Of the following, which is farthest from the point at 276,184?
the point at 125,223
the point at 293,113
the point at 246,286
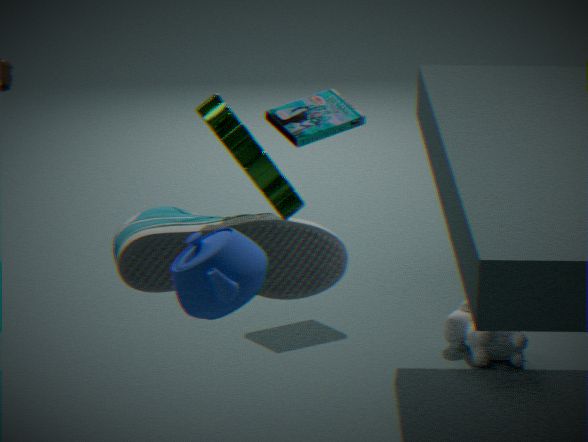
the point at 293,113
